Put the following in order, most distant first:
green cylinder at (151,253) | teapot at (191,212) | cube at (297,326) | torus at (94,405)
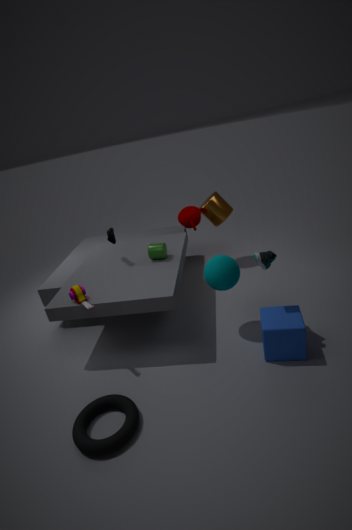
teapot at (191,212)
green cylinder at (151,253)
cube at (297,326)
torus at (94,405)
